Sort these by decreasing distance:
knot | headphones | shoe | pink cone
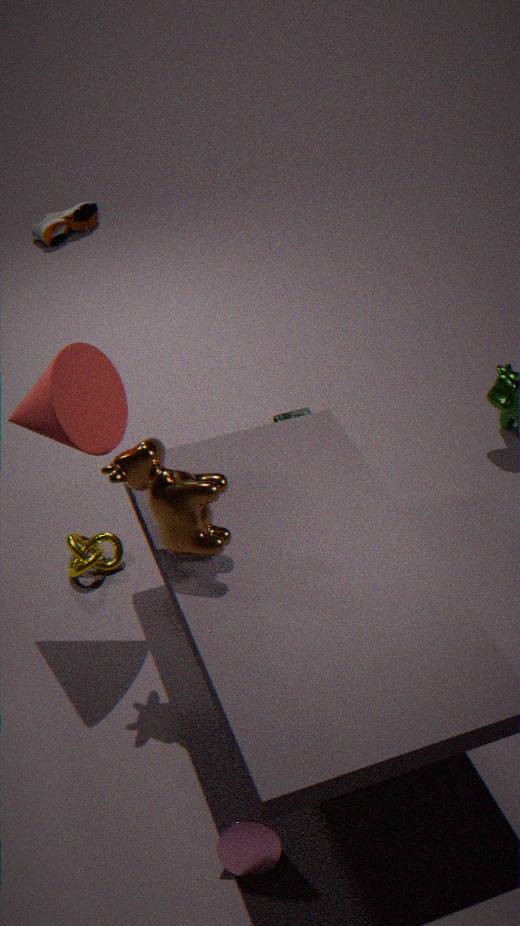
shoe → headphones → knot → pink cone
